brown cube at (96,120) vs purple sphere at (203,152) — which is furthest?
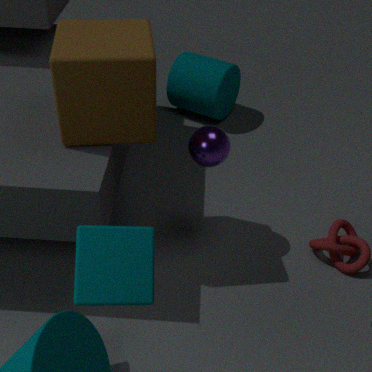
purple sphere at (203,152)
